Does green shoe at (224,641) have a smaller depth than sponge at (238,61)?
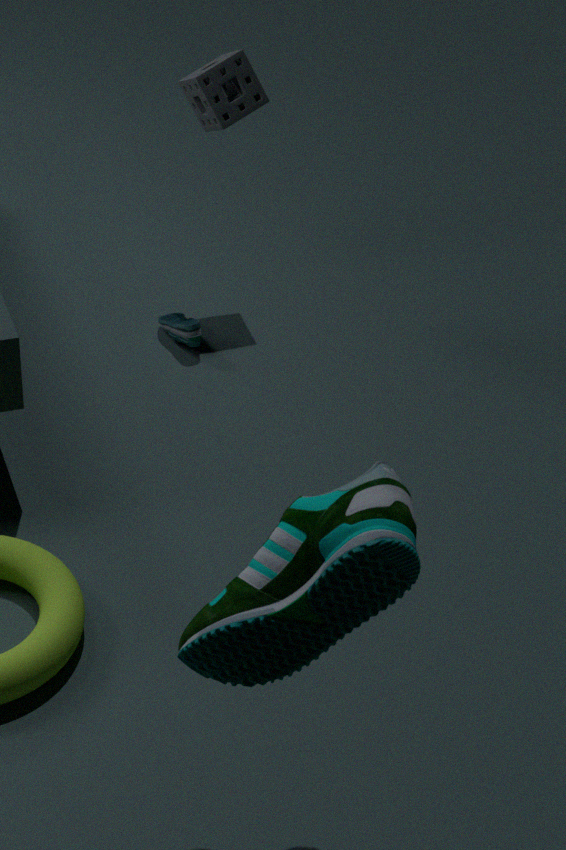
Yes
